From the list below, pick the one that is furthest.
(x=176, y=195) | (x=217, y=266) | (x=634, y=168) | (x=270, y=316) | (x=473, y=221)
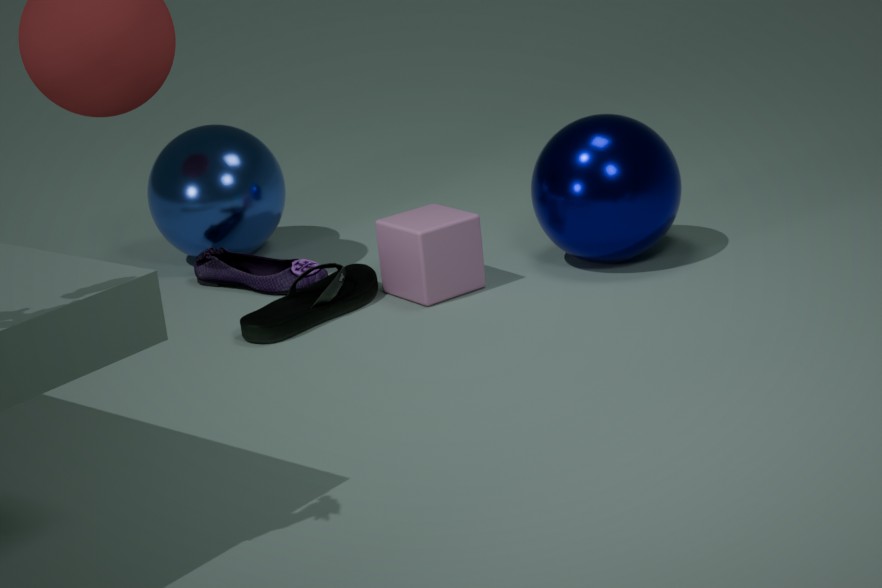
(x=176, y=195)
